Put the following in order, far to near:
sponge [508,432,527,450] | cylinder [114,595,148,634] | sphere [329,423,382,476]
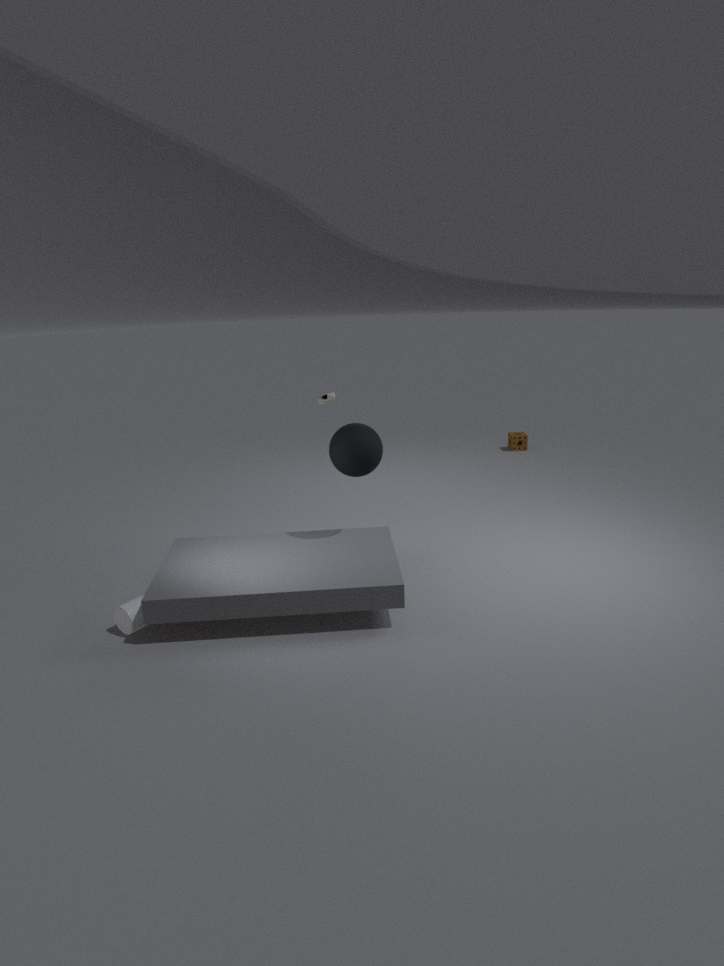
sponge [508,432,527,450], sphere [329,423,382,476], cylinder [114,595,148,634]
